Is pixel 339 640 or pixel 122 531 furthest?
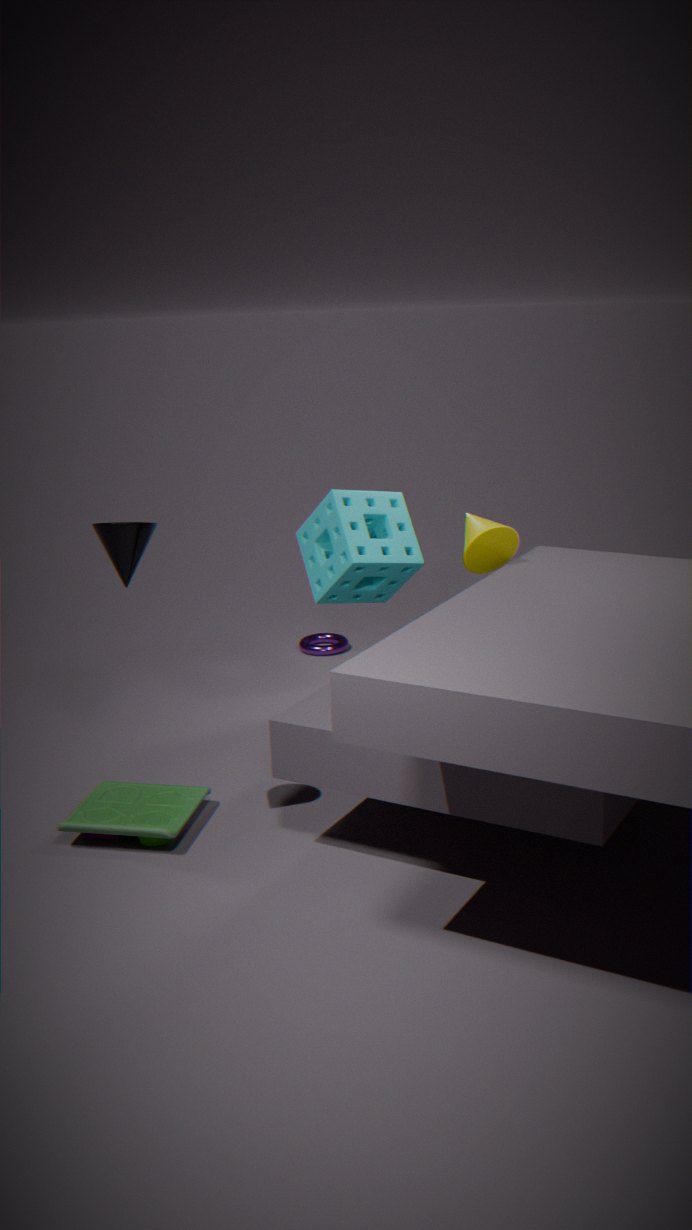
pixel 339 640
